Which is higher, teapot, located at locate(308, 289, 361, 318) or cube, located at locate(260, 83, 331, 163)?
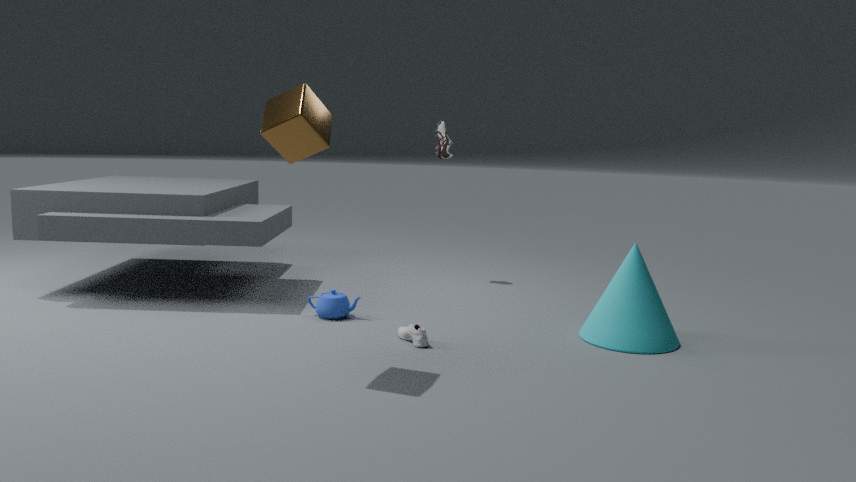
cube, located at locate(260, 83, 331, 163)
